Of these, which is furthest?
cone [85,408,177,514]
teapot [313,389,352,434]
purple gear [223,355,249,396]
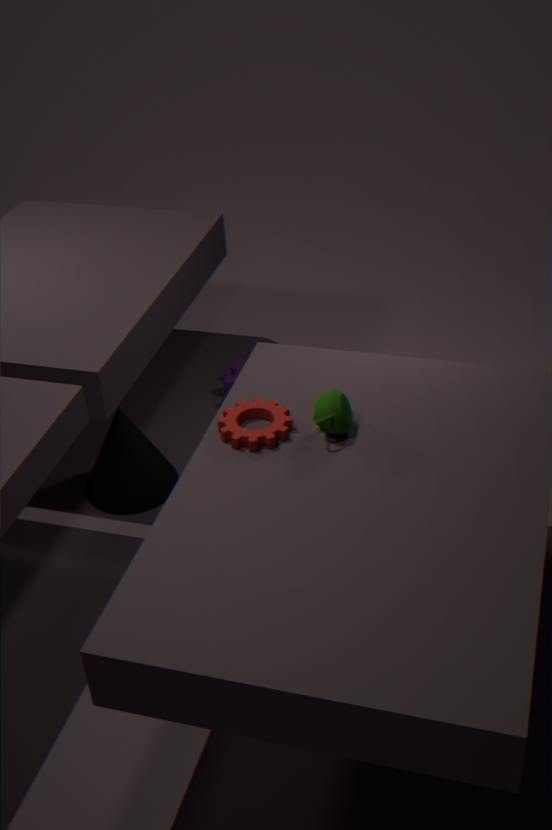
purple gear [223,355,249,396]
